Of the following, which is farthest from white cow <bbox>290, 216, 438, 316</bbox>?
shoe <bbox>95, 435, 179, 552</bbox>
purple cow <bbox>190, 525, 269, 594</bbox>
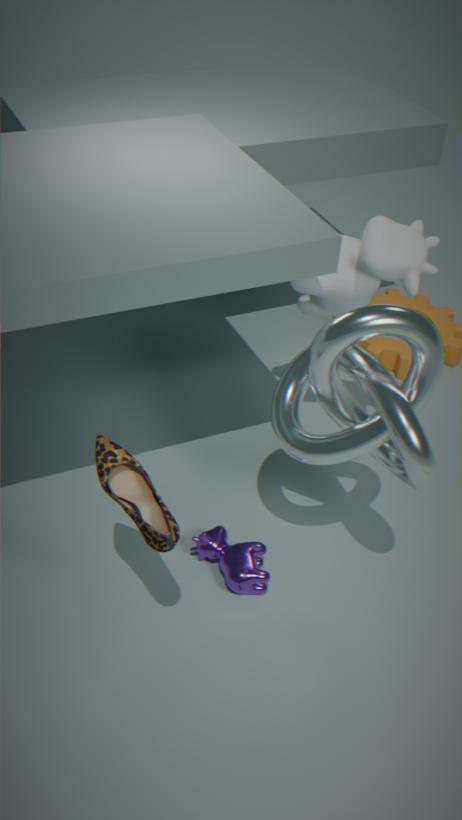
shoe <bbox>95, 435, 179, 552</bbox>
